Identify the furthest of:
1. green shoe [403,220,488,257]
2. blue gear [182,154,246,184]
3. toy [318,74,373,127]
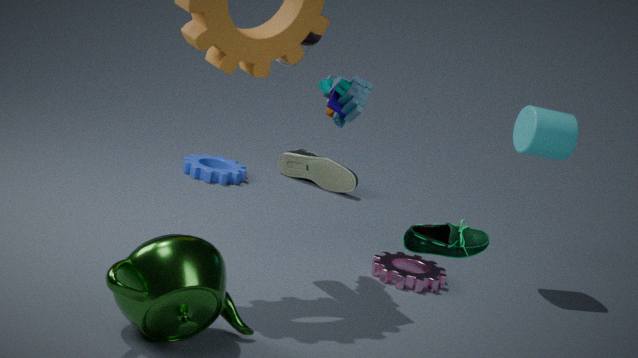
blue gear [182,154,246,184]
